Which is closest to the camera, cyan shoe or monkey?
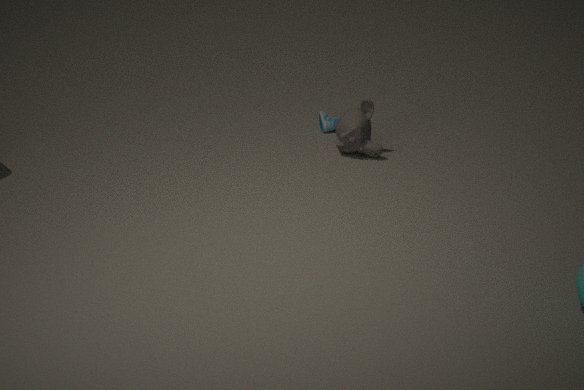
monkey
